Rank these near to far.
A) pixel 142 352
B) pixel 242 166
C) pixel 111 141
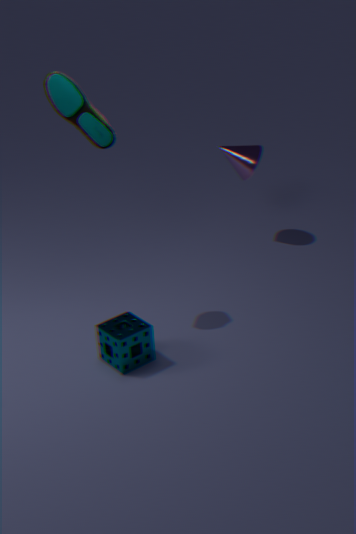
1. pixel 142 352
2. pixel 111 141
3. pixel 242 166
